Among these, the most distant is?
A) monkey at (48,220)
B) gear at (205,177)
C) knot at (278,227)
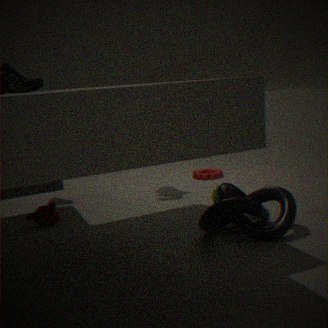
gear at (205,177)
